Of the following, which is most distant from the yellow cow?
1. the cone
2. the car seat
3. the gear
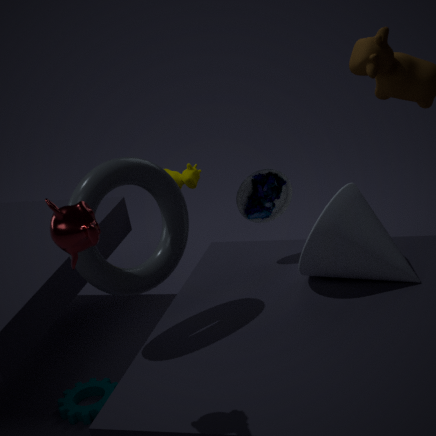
the gear
